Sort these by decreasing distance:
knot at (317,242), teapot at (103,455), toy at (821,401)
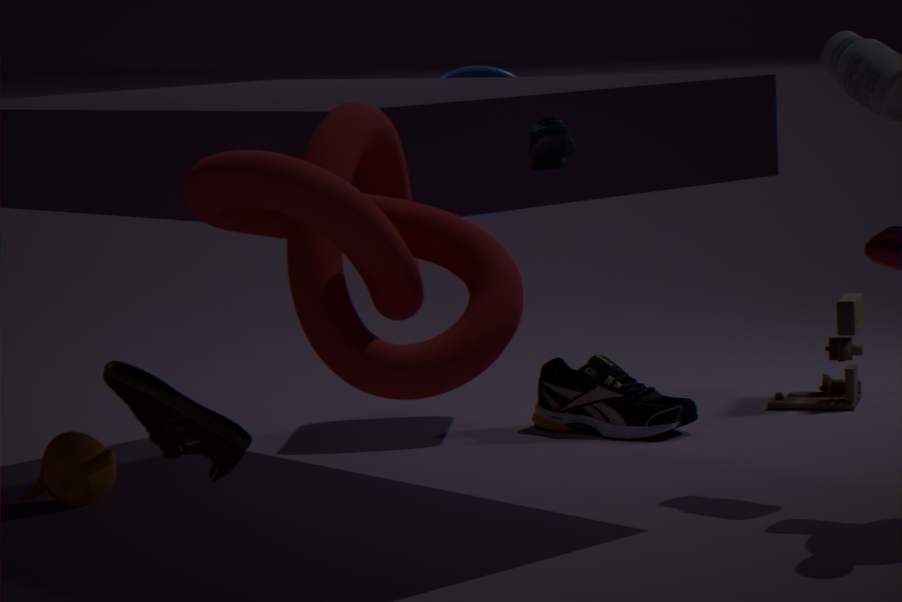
1. toy at (821,401)
2. teapot at (103,455)
3. knot at (317,242)
